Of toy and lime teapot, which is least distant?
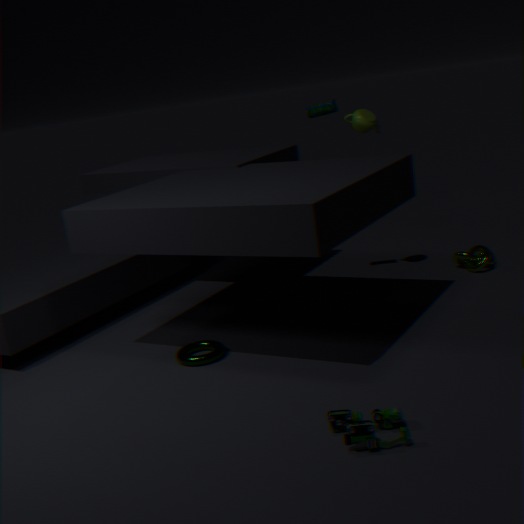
toy
